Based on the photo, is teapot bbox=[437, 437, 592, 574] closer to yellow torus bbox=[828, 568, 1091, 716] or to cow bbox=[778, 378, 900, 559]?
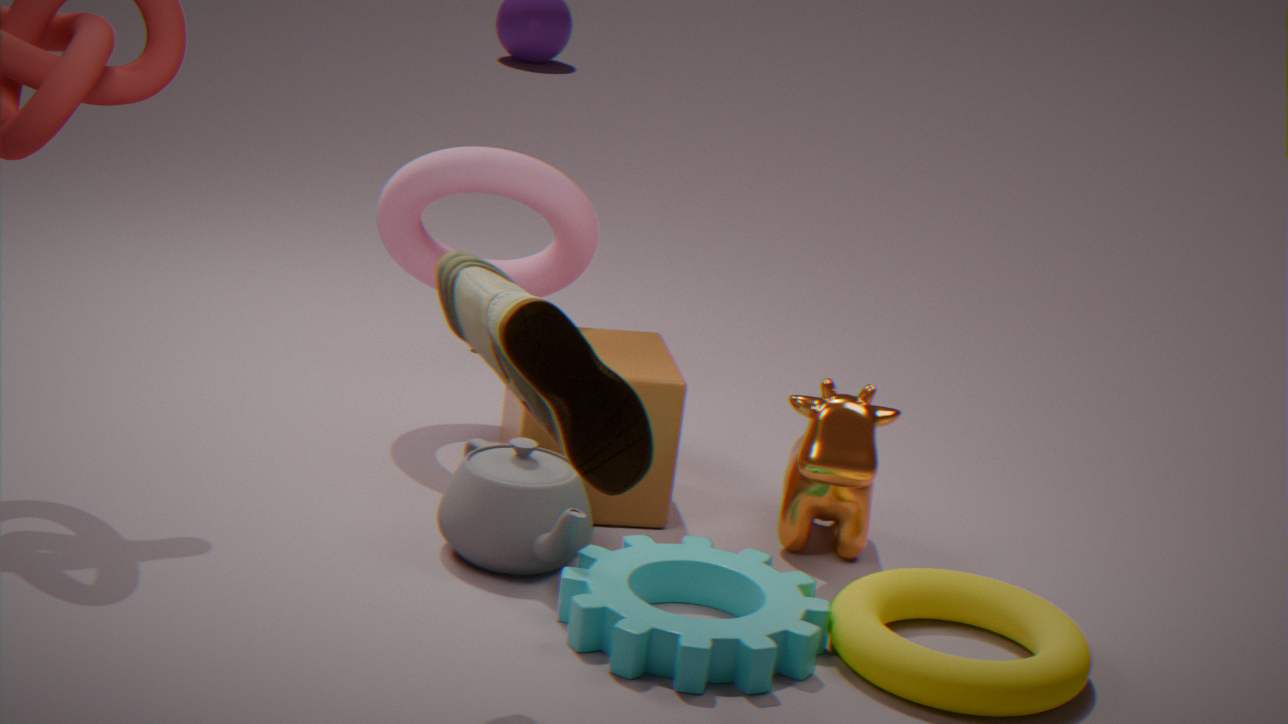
cow bbox=[778, 378, 900, 559]
